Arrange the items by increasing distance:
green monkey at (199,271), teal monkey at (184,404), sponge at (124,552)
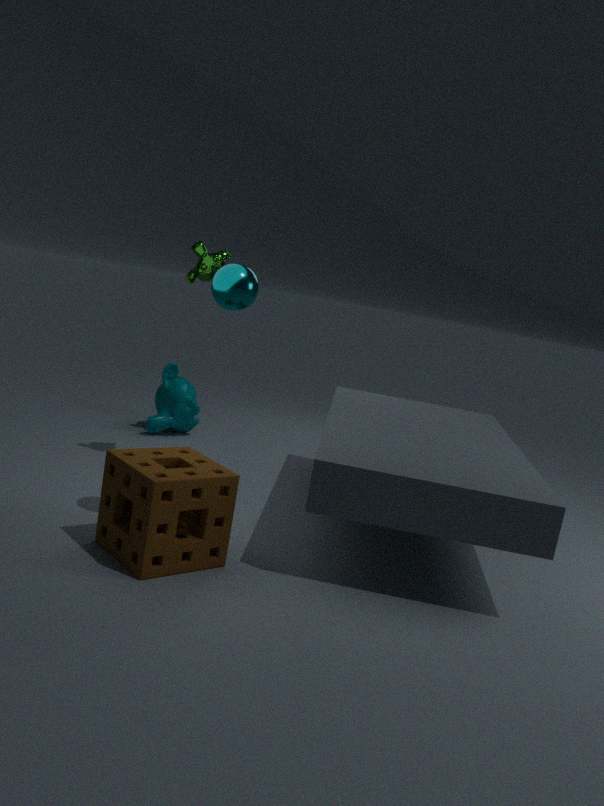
1. sponge at (124,552)
2. green monkey at (199,271)
3. teal monkey at (184,404)
